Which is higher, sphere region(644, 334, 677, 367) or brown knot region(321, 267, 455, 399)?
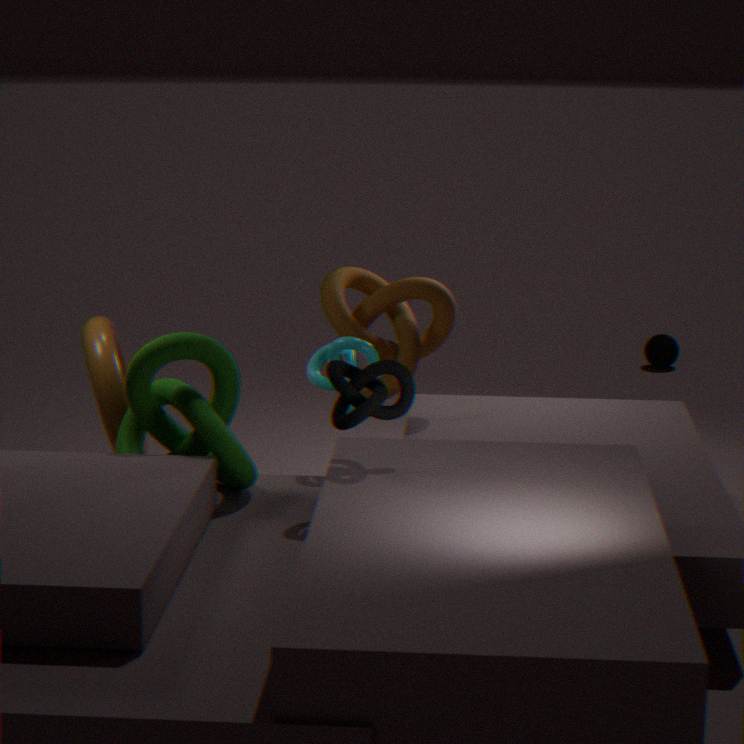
brown knot region(321, 267, 455, 399)
